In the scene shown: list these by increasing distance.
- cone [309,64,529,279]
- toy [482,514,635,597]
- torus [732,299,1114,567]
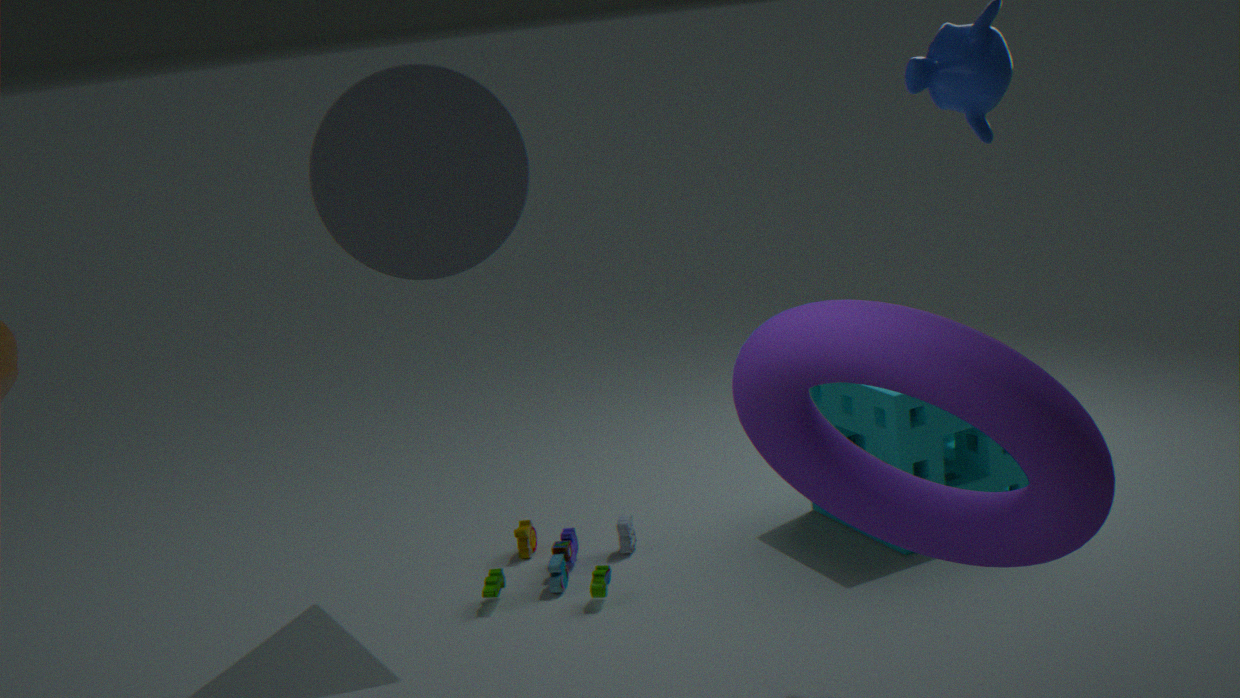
torus [732,299,1114,567] → cone [309,64,529,279] → toy [482,514,635,597]
